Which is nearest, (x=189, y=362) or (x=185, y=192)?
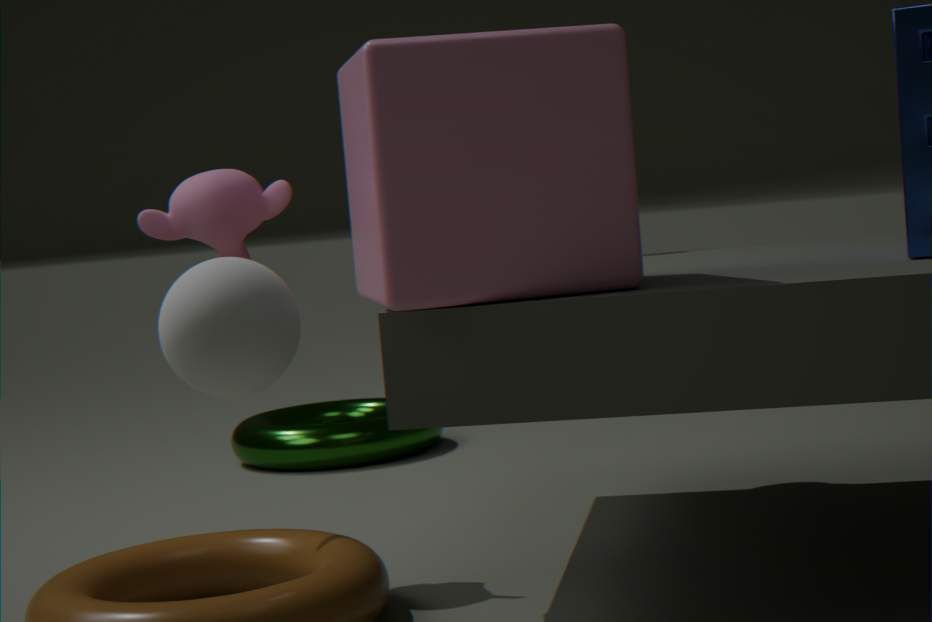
(x=189, y=362)
